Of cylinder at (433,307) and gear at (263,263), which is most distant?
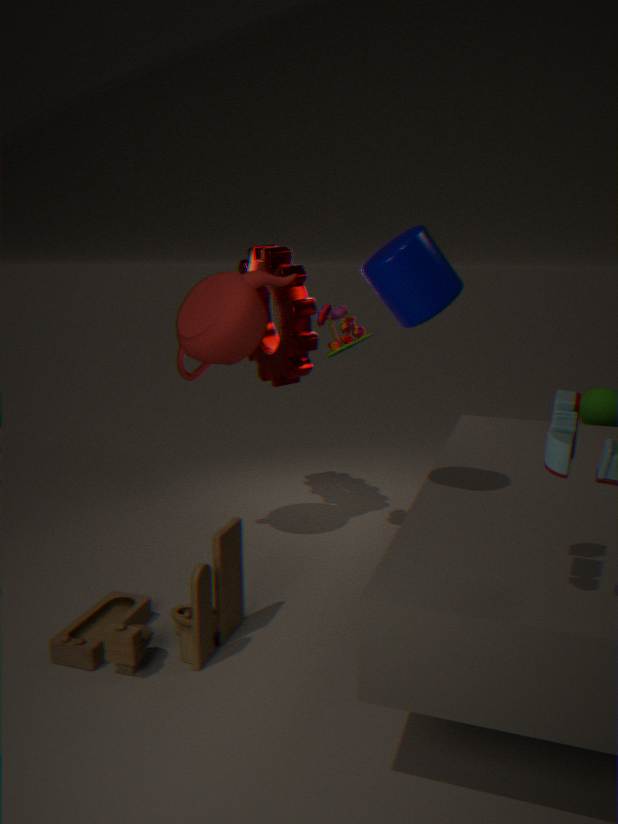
gear at (263,263)
